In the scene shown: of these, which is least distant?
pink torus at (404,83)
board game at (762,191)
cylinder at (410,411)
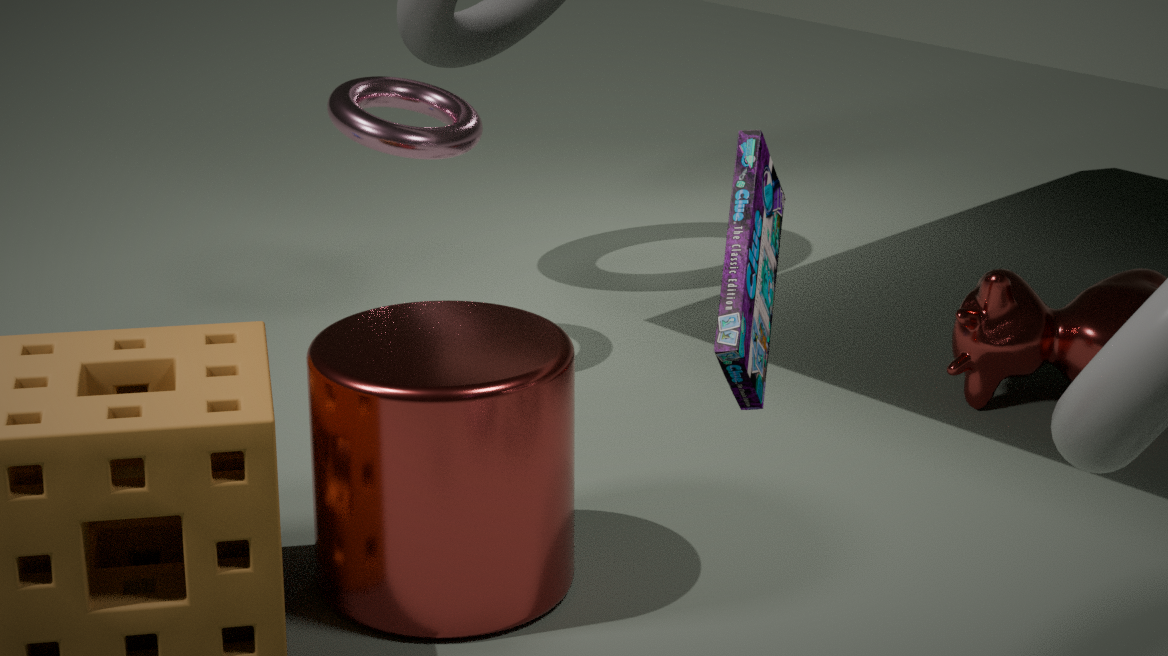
board game at (762,191)
